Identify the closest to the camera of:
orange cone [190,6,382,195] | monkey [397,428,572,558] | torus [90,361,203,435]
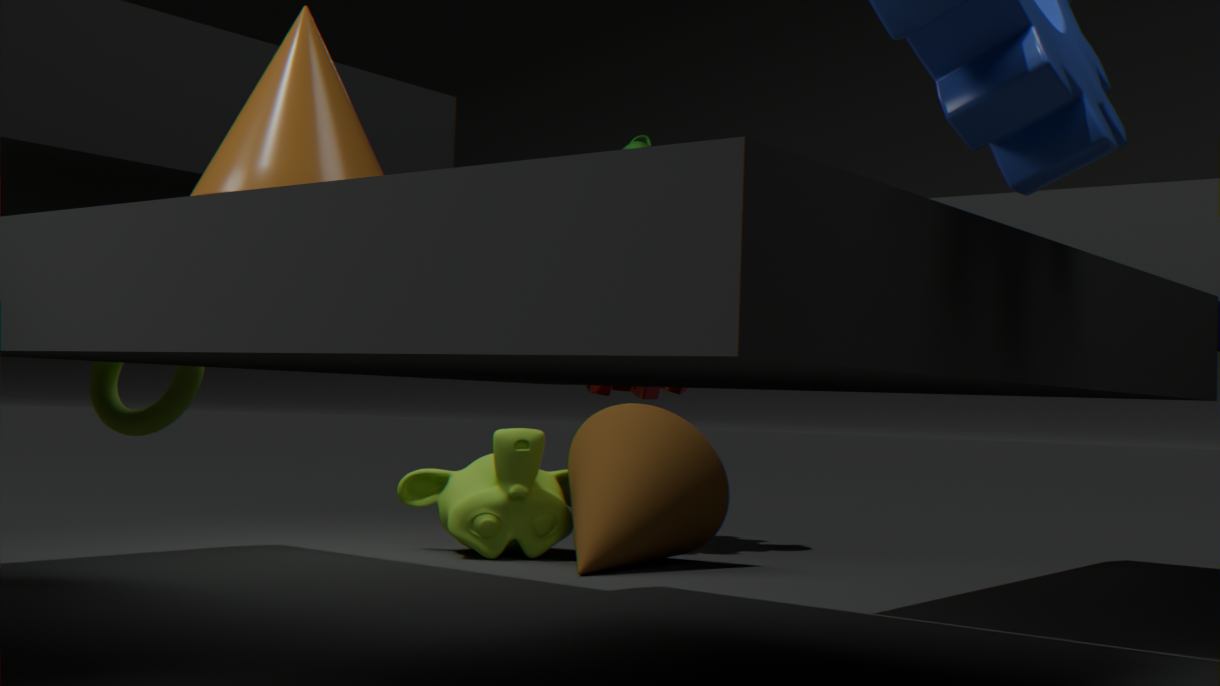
orange cone [190,6,382,195]
